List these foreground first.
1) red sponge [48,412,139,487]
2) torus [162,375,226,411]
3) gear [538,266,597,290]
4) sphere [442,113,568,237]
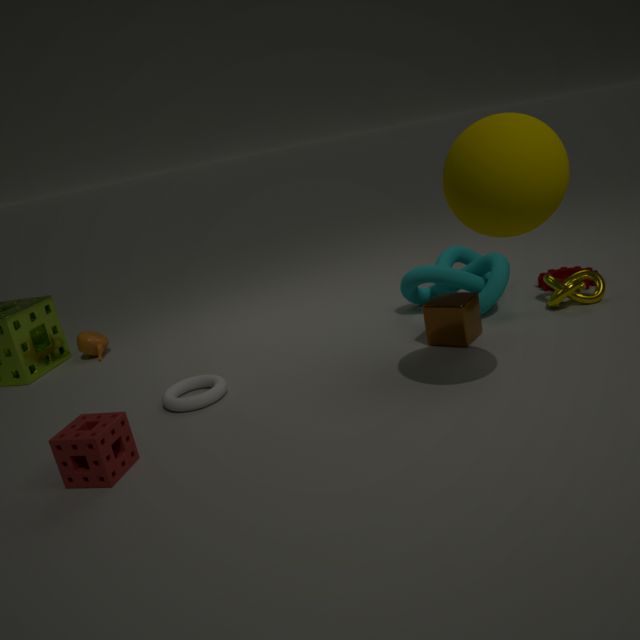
4. sphere [442,113,568,237] → 1. red sponge [48,412,139,487] → 2. torus [162,375,226,411] → 3. gear [538,266,597,290]
